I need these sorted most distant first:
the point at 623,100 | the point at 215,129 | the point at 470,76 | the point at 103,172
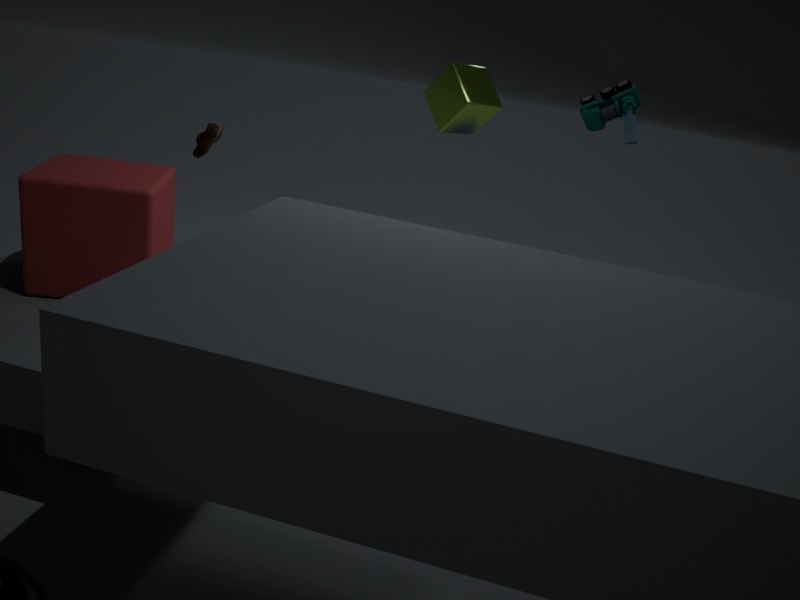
the point at 215,129, the point at 470,76, the point at 623,100, the point at 103,172
